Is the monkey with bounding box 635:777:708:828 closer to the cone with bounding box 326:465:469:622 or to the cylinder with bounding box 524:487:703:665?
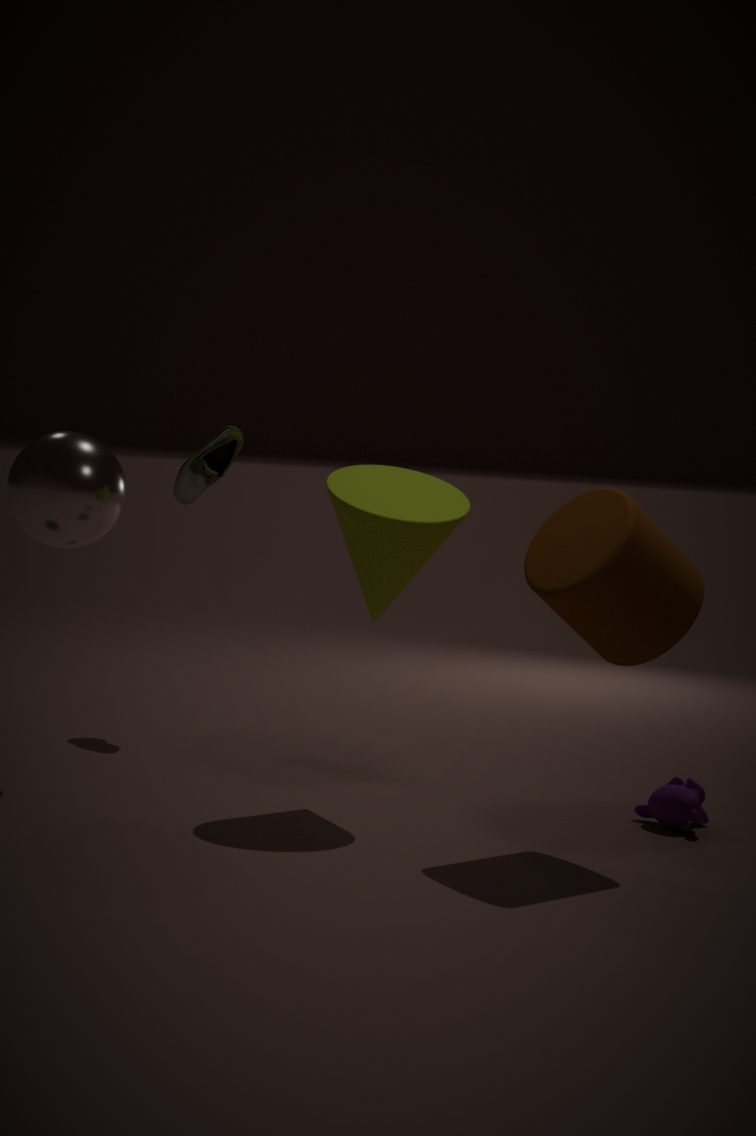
the cylinder with bounding box 524:487:703:665
